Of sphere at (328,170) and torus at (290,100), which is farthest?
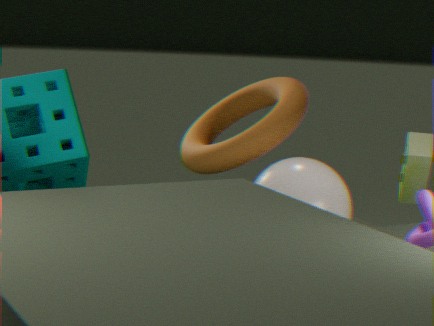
torus at (290,100)
